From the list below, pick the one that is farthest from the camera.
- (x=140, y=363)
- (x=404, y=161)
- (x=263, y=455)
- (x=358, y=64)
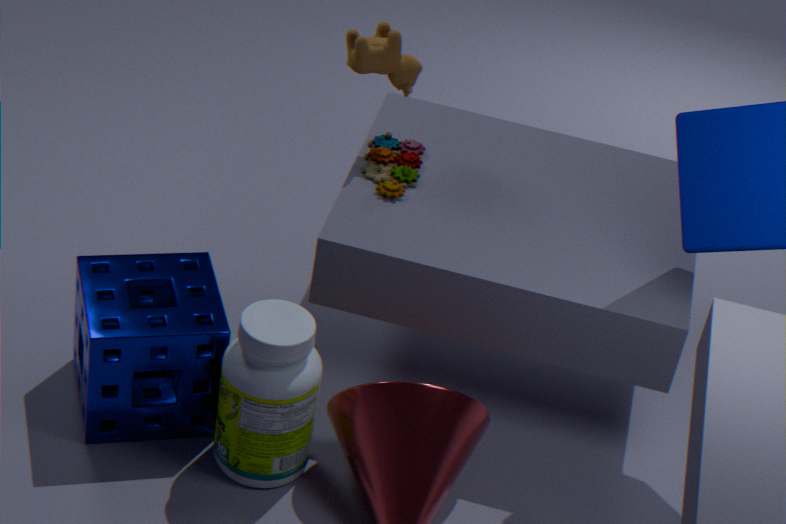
(x=404, y=161)
